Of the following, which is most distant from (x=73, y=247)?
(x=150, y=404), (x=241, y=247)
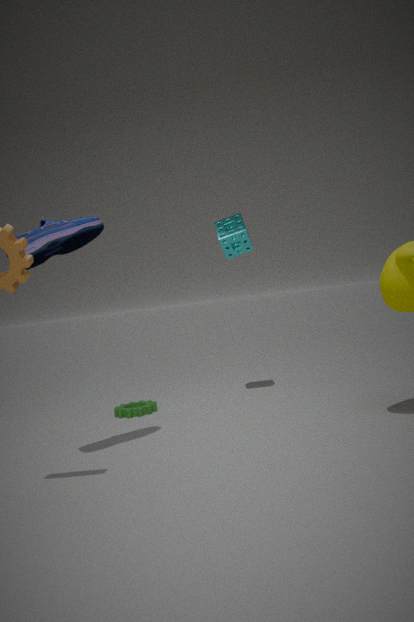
(x=150, y=404)
